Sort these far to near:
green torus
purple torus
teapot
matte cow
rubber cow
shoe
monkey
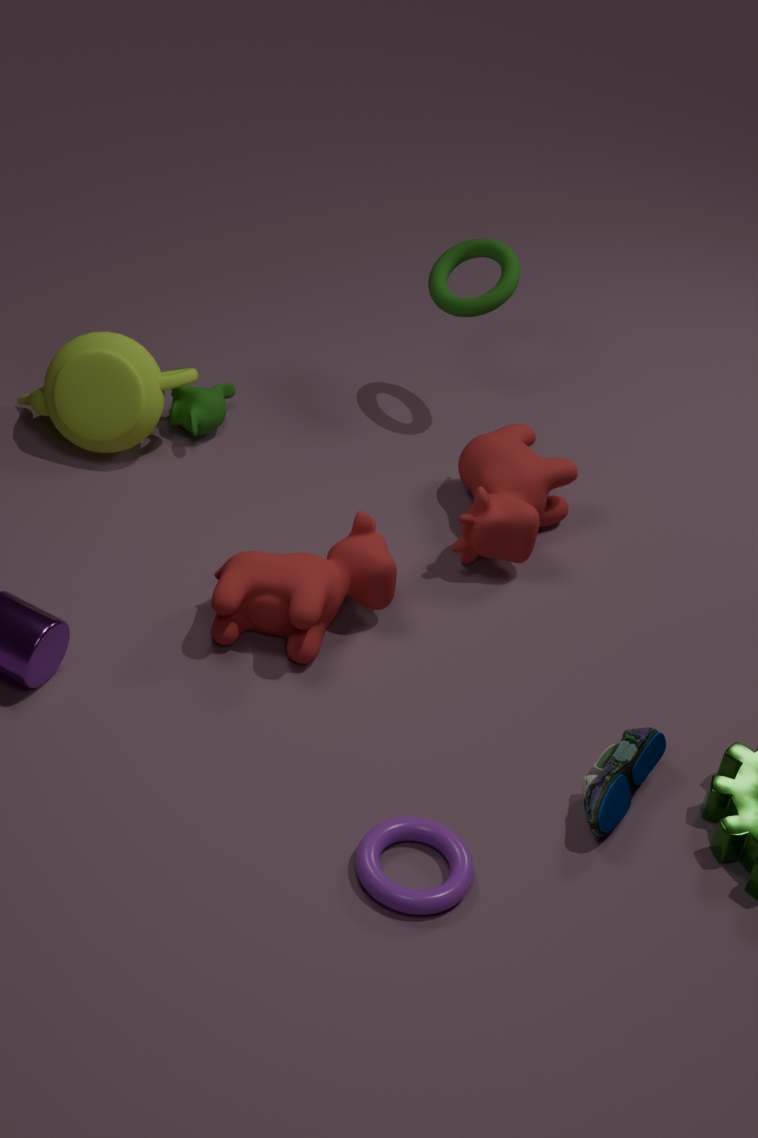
green torus
monkey
teapot
rubber cow
matte cow
shoe
purple torus
